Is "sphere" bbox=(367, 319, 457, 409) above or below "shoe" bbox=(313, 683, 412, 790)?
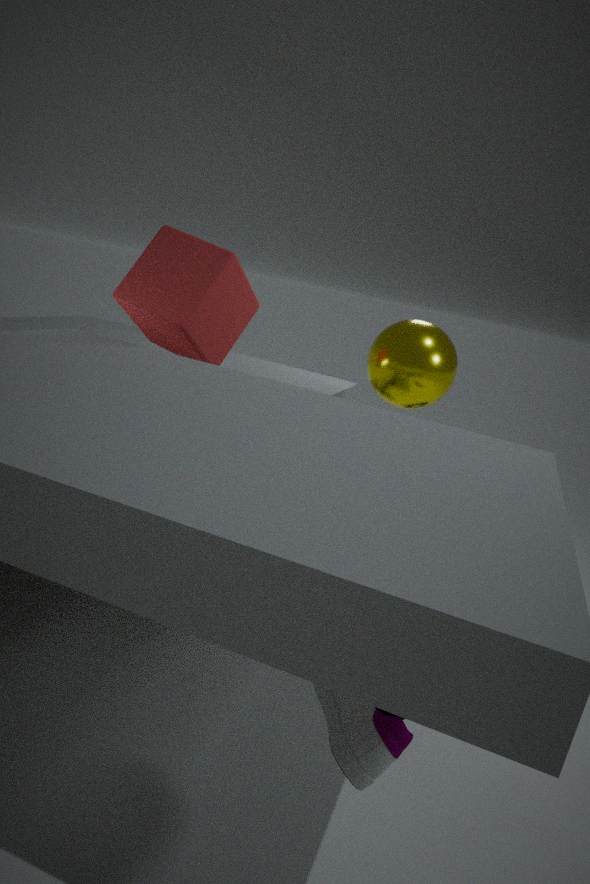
above
